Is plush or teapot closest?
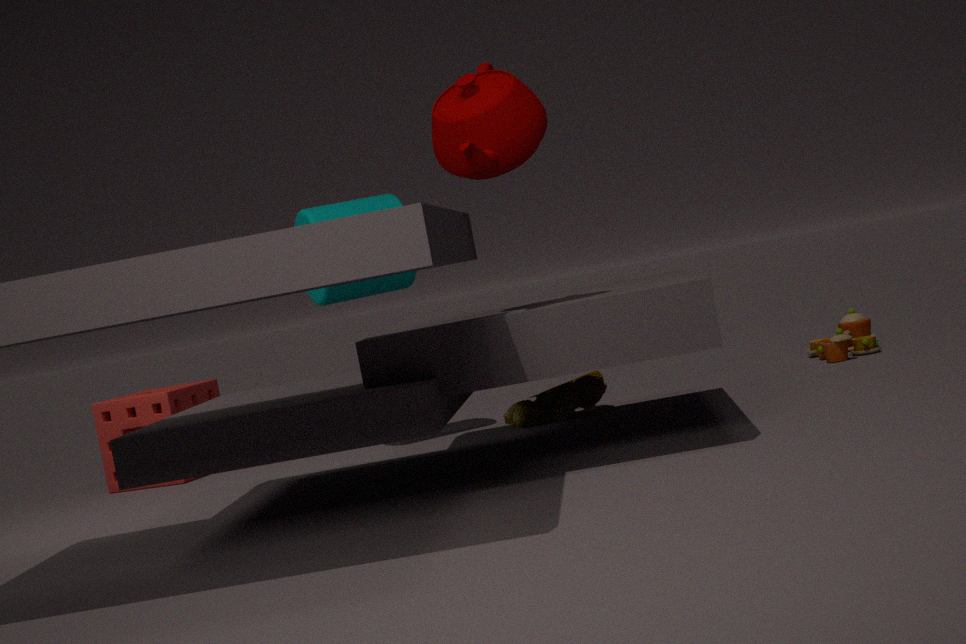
teapot
